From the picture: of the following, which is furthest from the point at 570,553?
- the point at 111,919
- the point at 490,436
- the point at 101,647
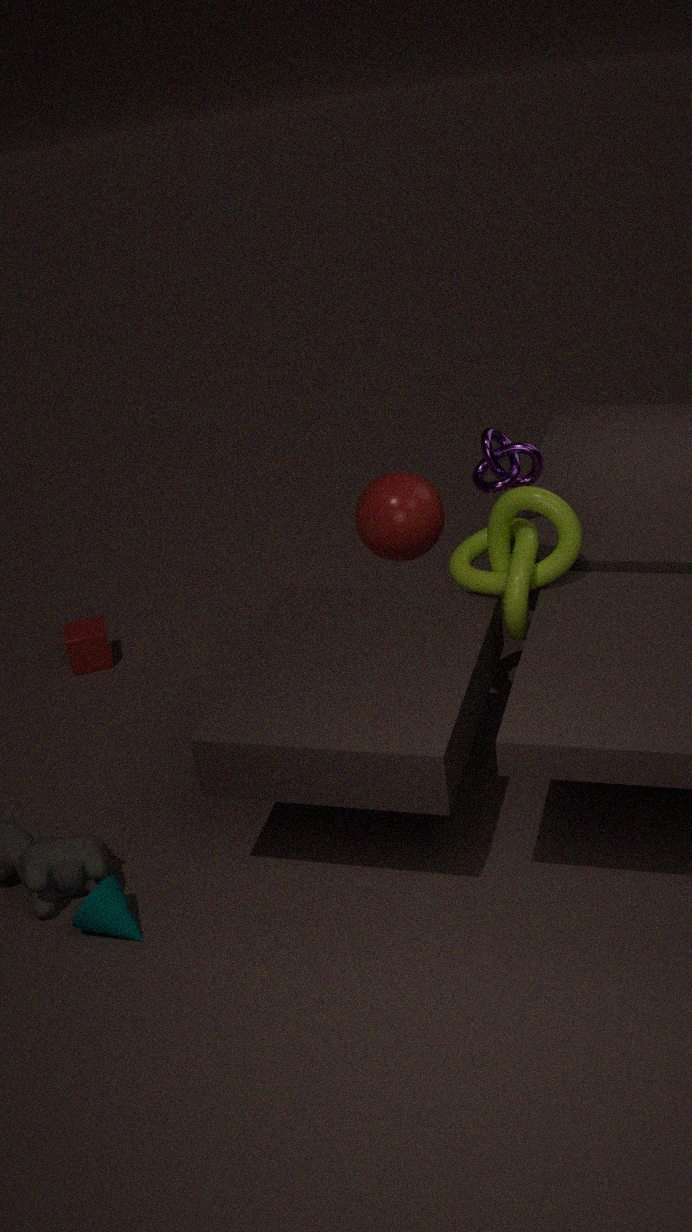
the point at 101,647
